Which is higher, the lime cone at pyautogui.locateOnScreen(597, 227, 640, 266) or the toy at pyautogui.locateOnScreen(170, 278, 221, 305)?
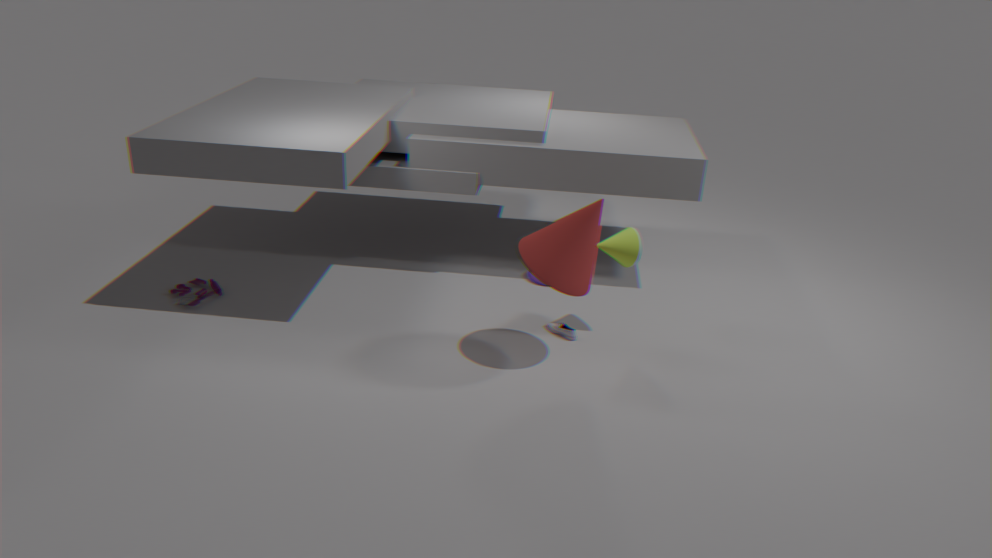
the lime cone at pyautogui.locateOnScreen(597, 227, 640, 266)
